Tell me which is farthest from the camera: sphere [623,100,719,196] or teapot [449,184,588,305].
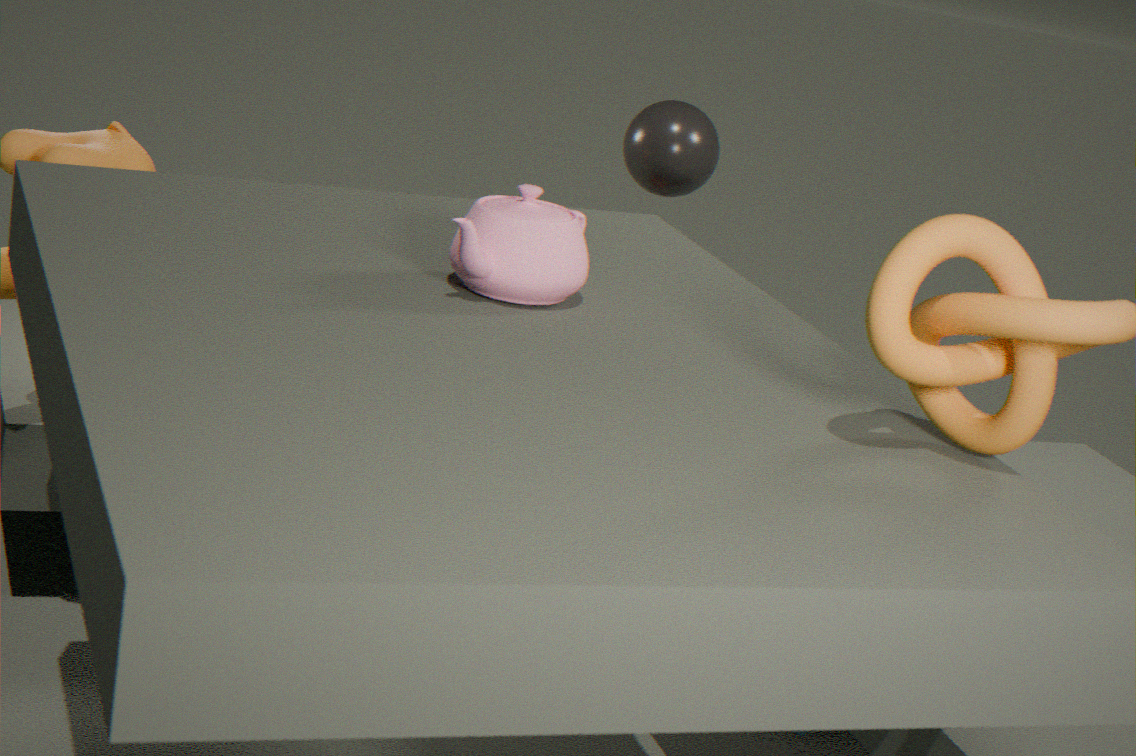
sphere [623,100,719,196]
